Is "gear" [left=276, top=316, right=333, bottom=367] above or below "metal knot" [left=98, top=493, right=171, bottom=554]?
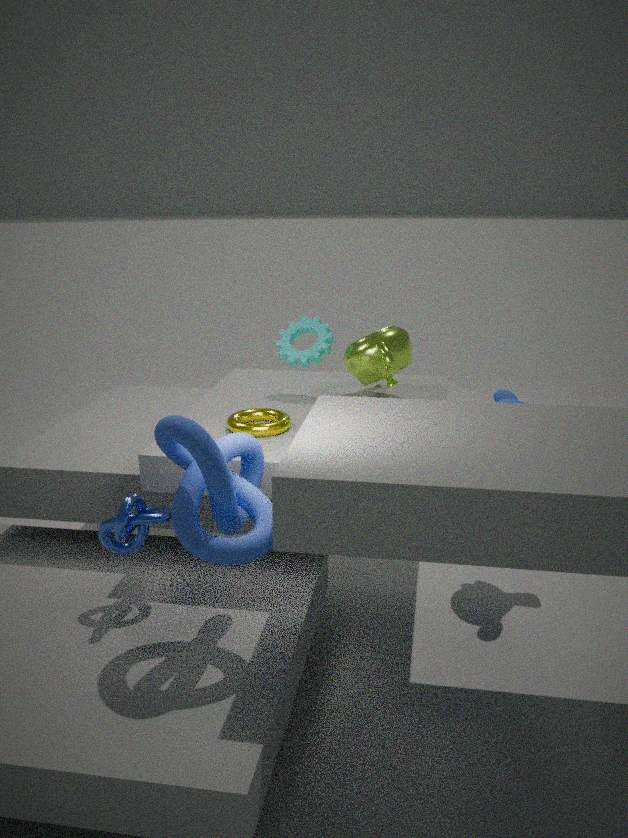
above
